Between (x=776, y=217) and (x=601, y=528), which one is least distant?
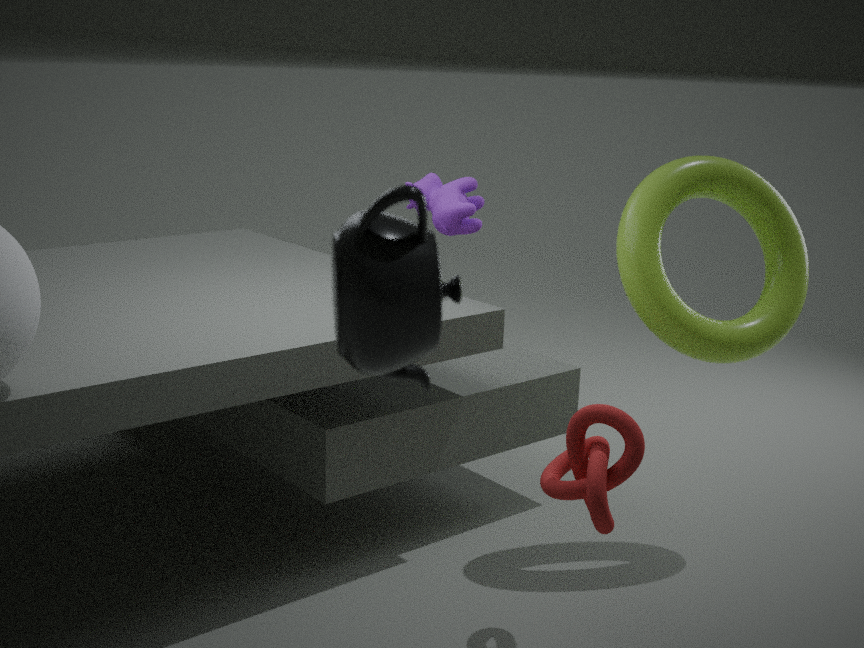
(x=601, y=528)
